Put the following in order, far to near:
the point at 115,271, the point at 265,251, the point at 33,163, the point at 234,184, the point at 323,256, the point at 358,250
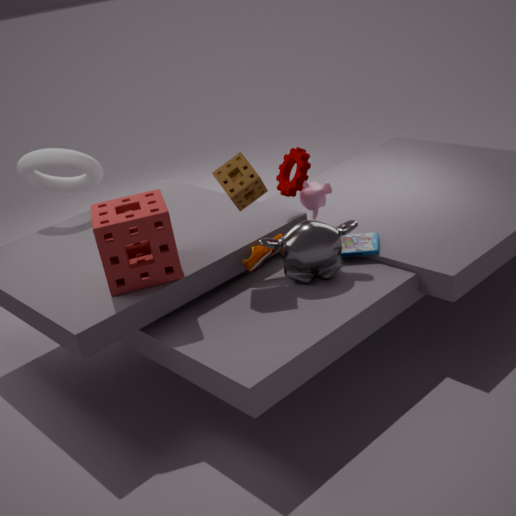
the point at 33,163 → the point at 358,250 → the point at 265,251 → the point at 323,256 → the point at 234,184 → the point at 115,271
